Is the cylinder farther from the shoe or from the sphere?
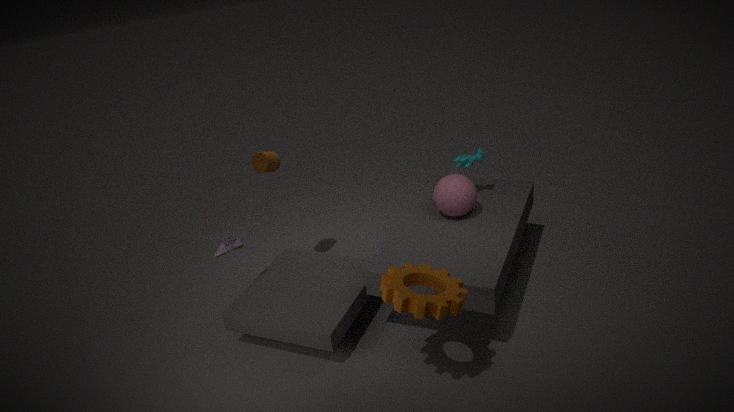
the sphere
